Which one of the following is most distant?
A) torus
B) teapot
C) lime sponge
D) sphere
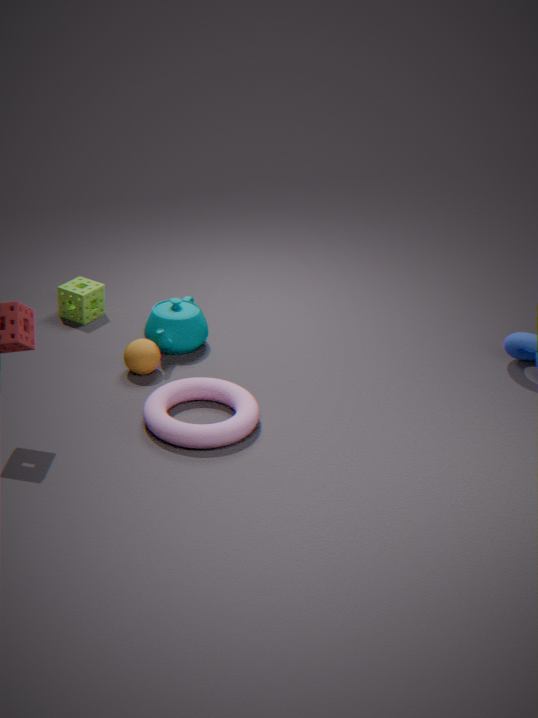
lime sponge
